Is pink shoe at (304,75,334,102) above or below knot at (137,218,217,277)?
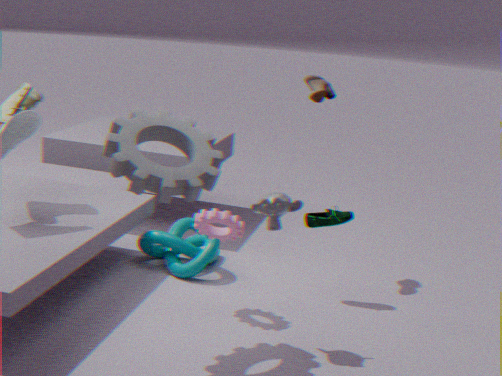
above
